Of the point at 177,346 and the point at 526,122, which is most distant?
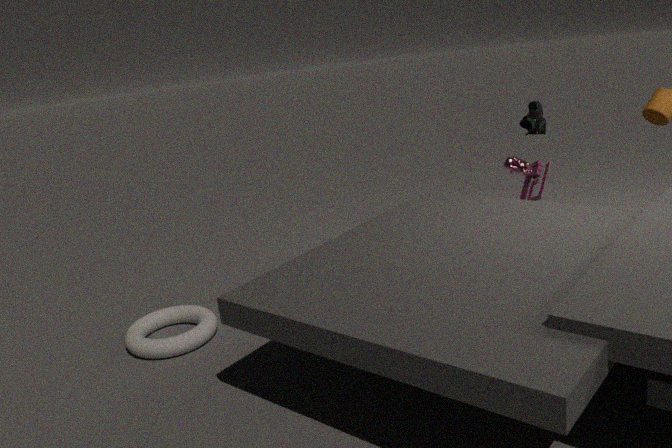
the point at 526,122
